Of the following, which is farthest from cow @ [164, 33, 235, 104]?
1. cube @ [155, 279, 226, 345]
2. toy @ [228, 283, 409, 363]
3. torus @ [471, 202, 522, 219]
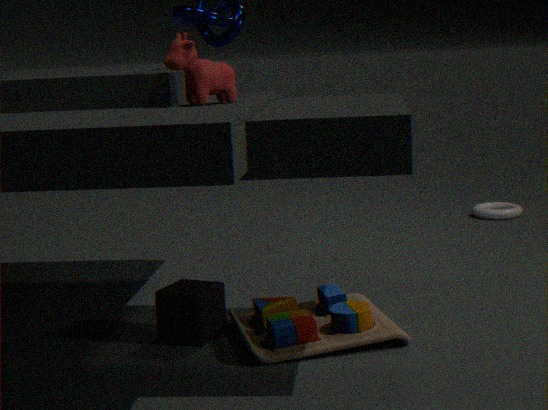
torus @ [471, 202, 522, 219]
